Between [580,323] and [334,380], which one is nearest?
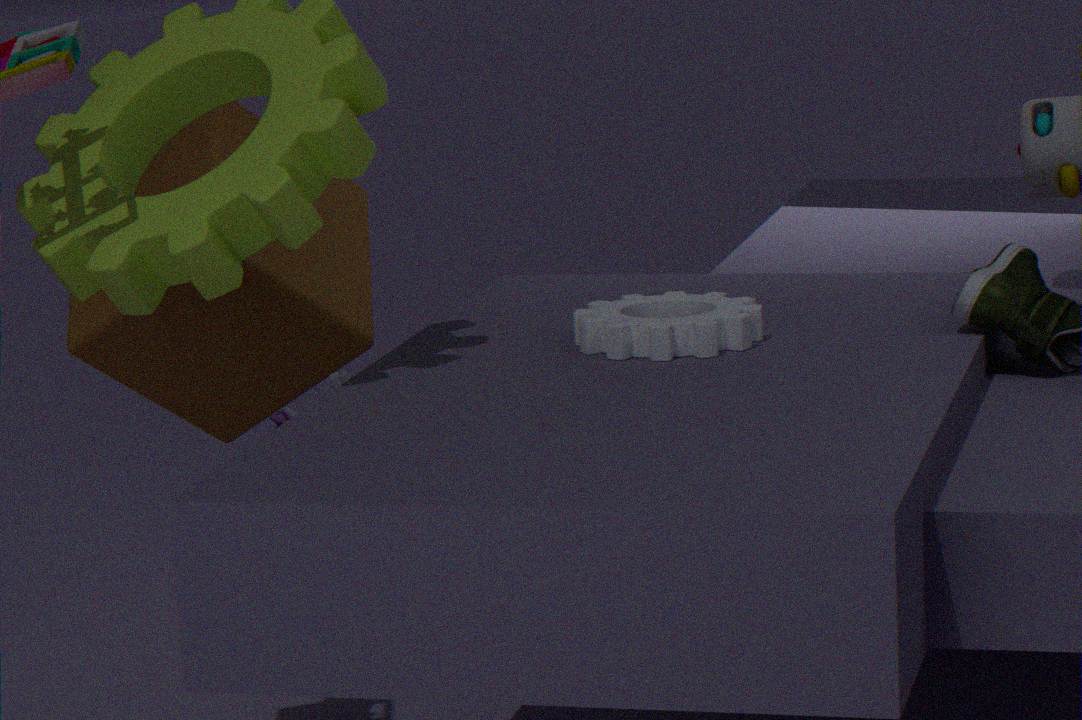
[580,323]
